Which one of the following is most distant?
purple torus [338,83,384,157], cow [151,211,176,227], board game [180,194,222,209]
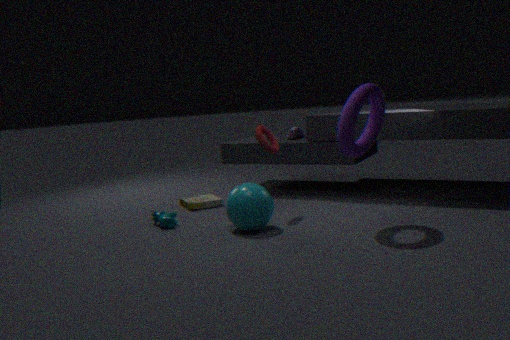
board game [180,194,222,209]
